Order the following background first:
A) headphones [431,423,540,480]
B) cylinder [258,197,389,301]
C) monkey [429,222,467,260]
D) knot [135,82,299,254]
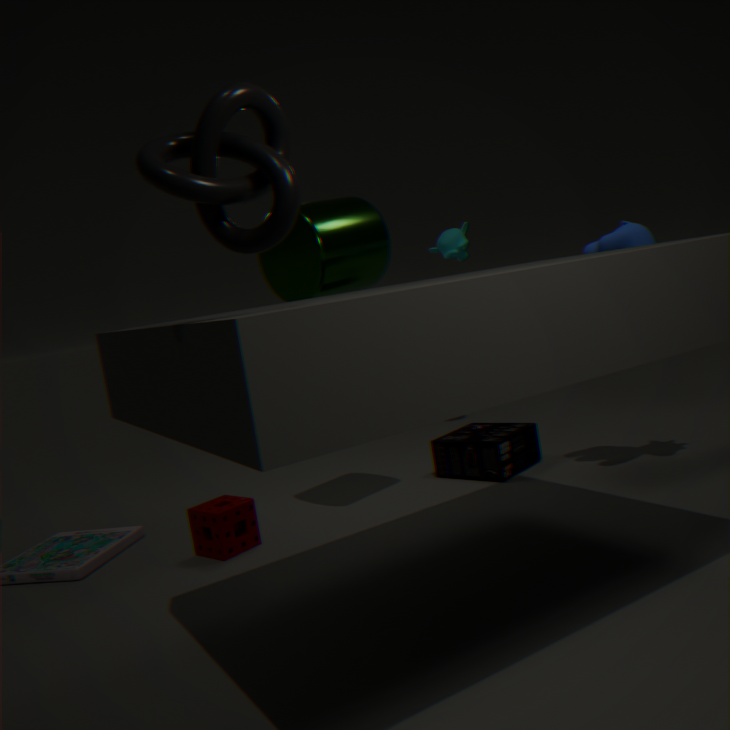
monkey [429,222,467,260], headphones [431,423,540,480], cylinder [258,197,389,301], knot [135,82,299,254]
